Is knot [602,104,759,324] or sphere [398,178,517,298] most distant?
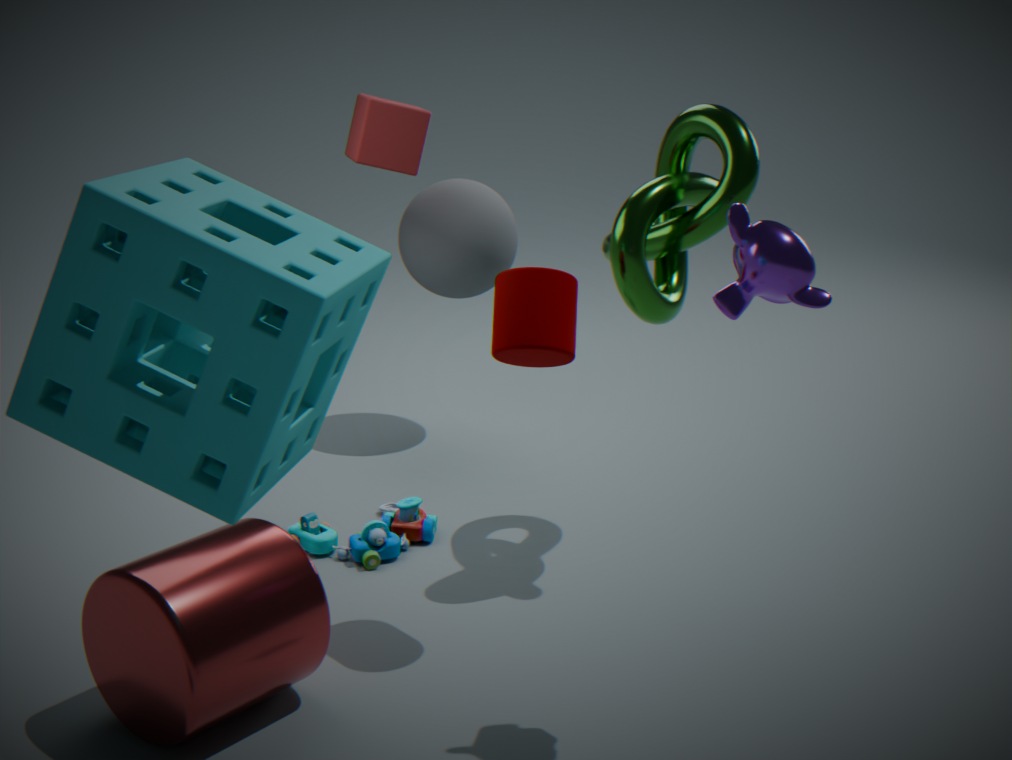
sphere [398,178,517,298]
